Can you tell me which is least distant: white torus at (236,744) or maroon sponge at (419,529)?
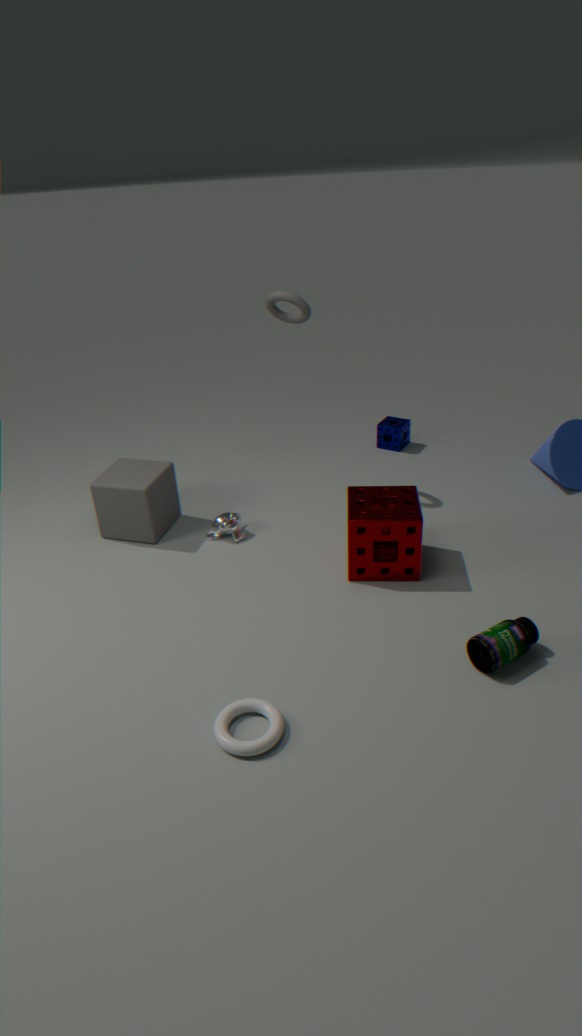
white torus at (236,744)
